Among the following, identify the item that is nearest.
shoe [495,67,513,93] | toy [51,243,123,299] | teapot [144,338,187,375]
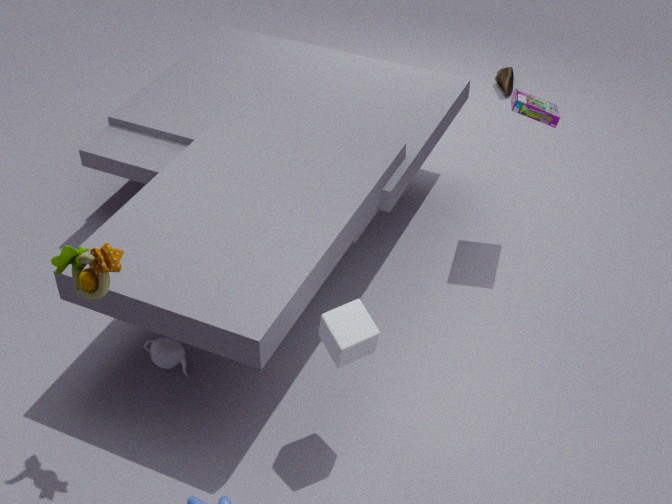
toy [51,243,123,299]
